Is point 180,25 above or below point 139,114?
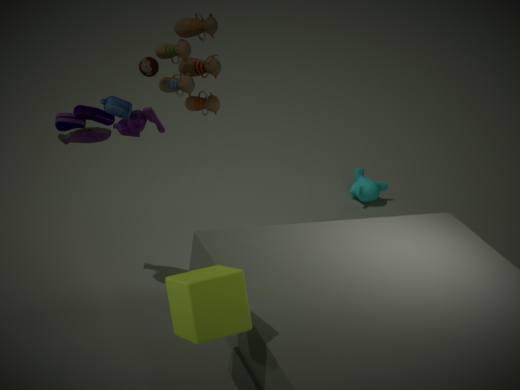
above
